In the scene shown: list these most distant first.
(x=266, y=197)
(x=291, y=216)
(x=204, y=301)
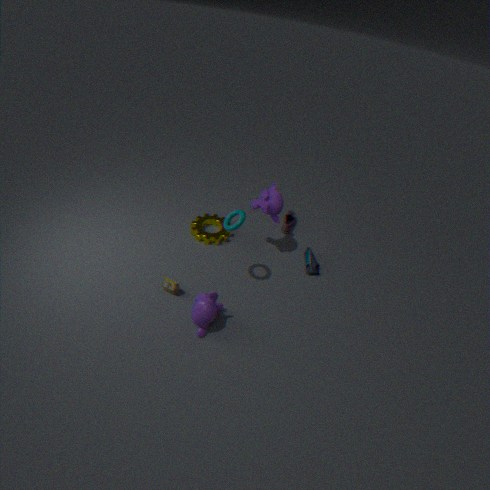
1. (x=291, y=216)
2. (x=266, y=197)
3. (x=204, y=301)
